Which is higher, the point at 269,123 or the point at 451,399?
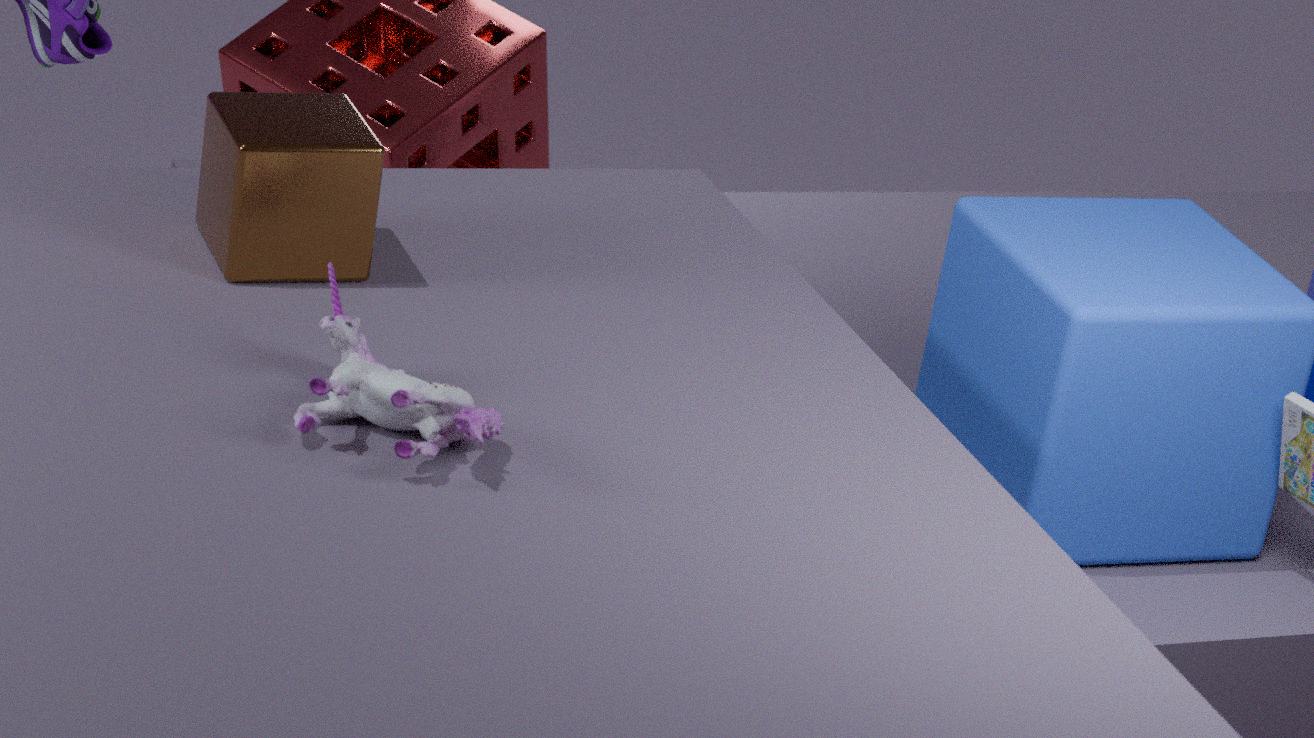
the point at 269,123
